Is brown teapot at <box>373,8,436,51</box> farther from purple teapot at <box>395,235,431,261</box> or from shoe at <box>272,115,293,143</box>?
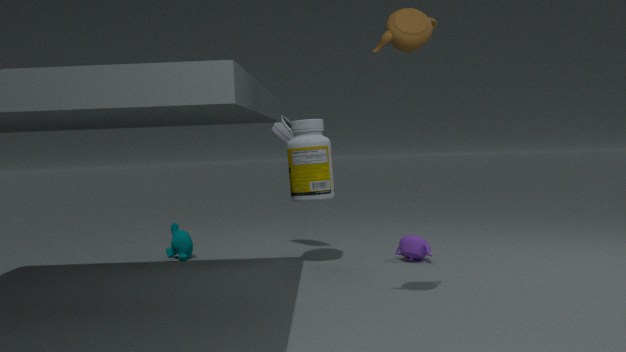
shoe at <box>272,115,293,143</box>
